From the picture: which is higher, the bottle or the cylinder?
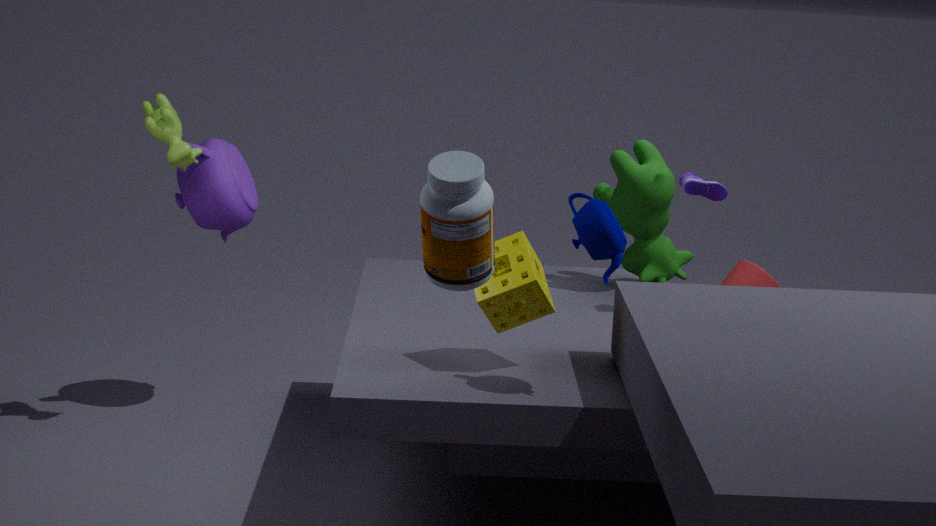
the bottle
